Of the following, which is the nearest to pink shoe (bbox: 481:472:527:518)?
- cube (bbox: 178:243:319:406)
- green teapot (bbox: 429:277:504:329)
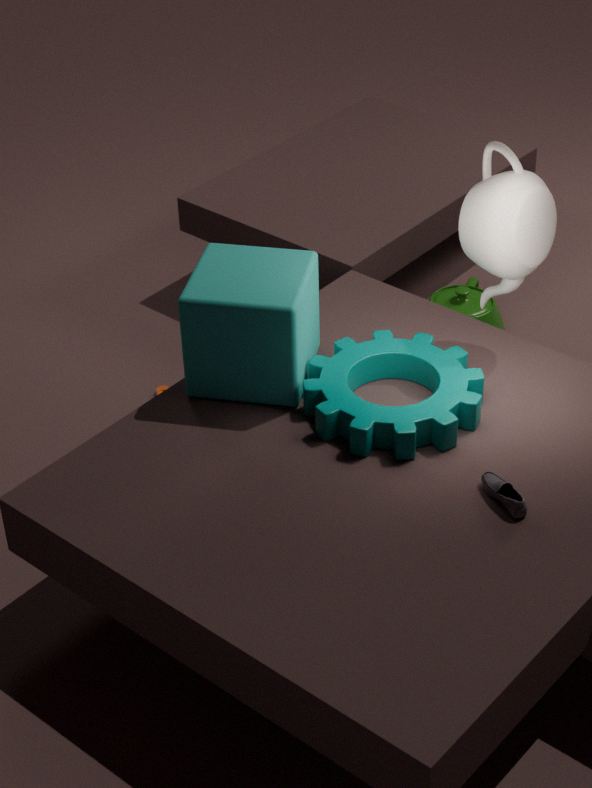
cube (bbox: 178:243:319:406)
